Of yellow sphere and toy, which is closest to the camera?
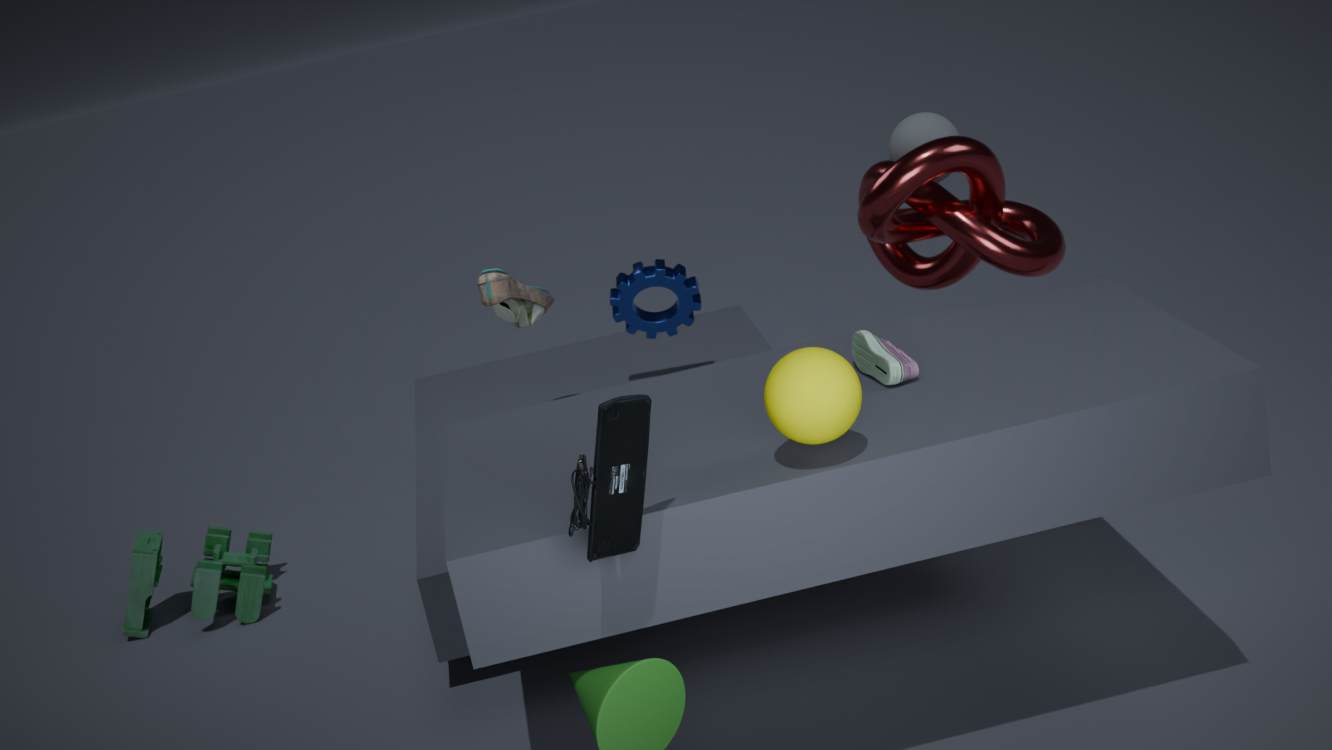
yellow sphere
